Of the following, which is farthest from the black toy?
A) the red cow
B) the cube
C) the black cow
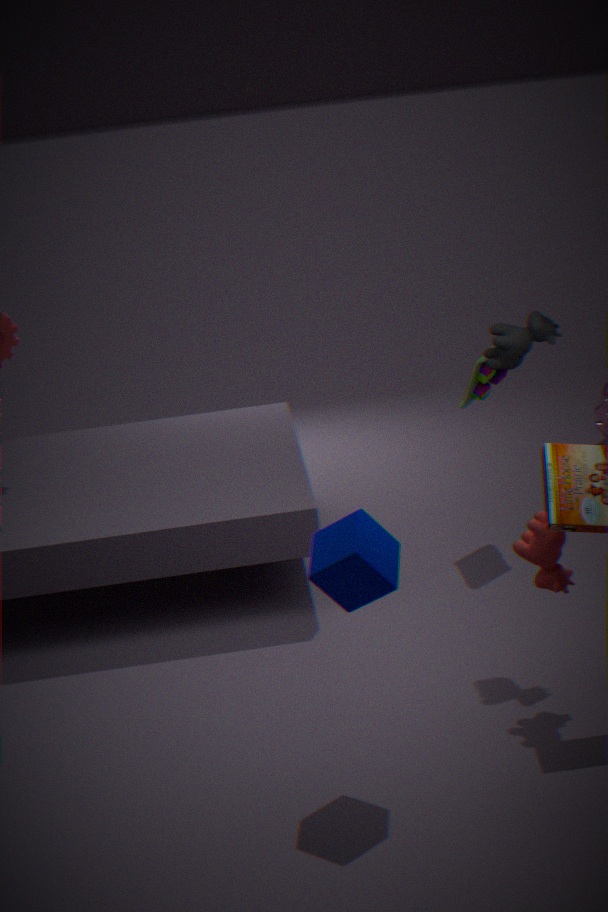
the cube
